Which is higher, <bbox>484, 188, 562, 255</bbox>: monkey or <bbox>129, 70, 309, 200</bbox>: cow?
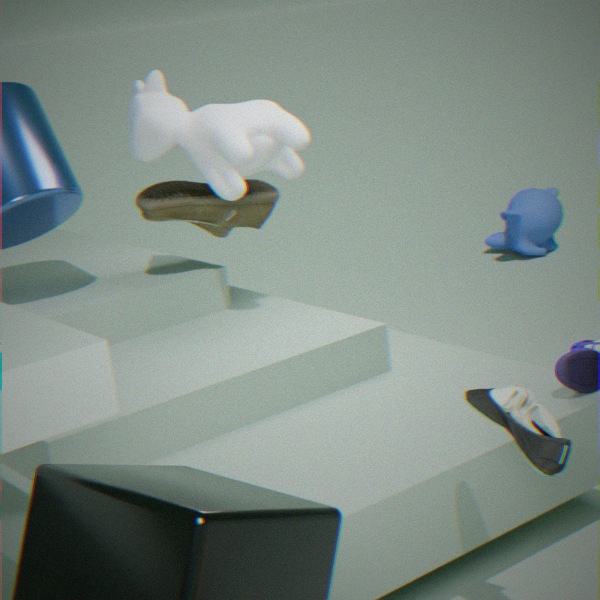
<bbox>129, 70, 309, 200</bbox>: cow
